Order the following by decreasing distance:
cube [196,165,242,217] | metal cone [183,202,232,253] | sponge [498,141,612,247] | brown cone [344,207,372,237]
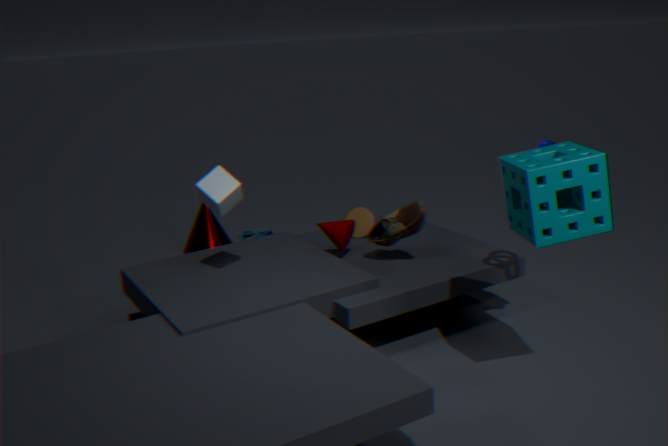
metal cone [183,202,232,253] < brown cone [344,207,372,237] < cube [196,165,242,217] < sponge [498,141,612,247]
